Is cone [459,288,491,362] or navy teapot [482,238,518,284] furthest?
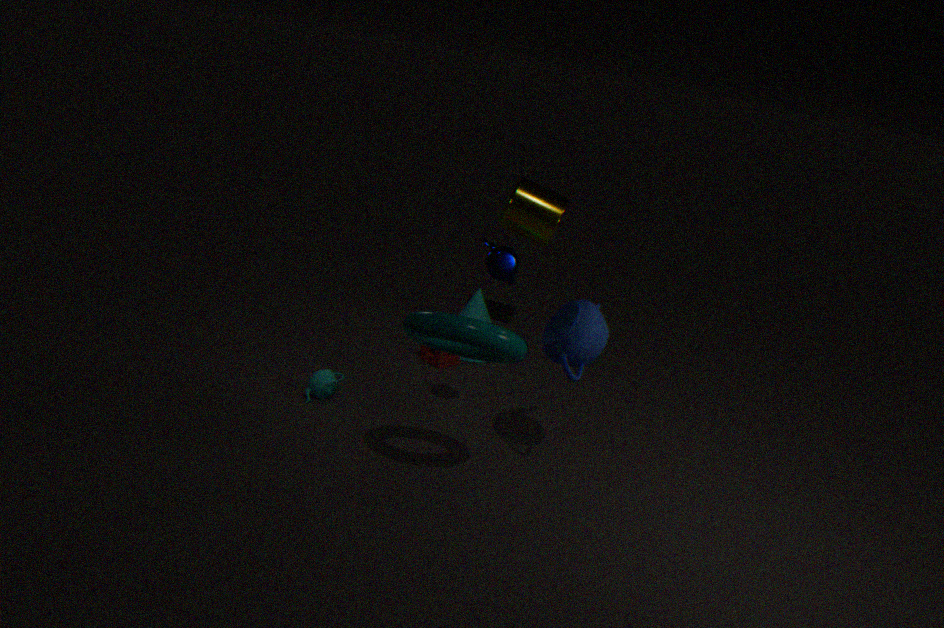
cone [459,288,491,362]
